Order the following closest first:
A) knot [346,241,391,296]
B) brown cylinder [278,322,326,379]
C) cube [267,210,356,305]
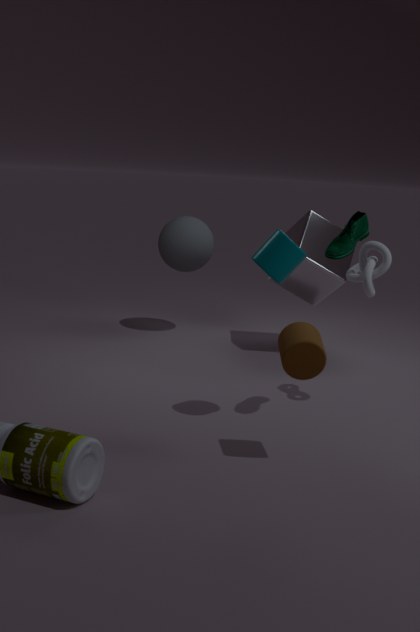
brown cylinder [278,322,326,379] → knot [346,241,391,296] → cube [267,210,356,305]
